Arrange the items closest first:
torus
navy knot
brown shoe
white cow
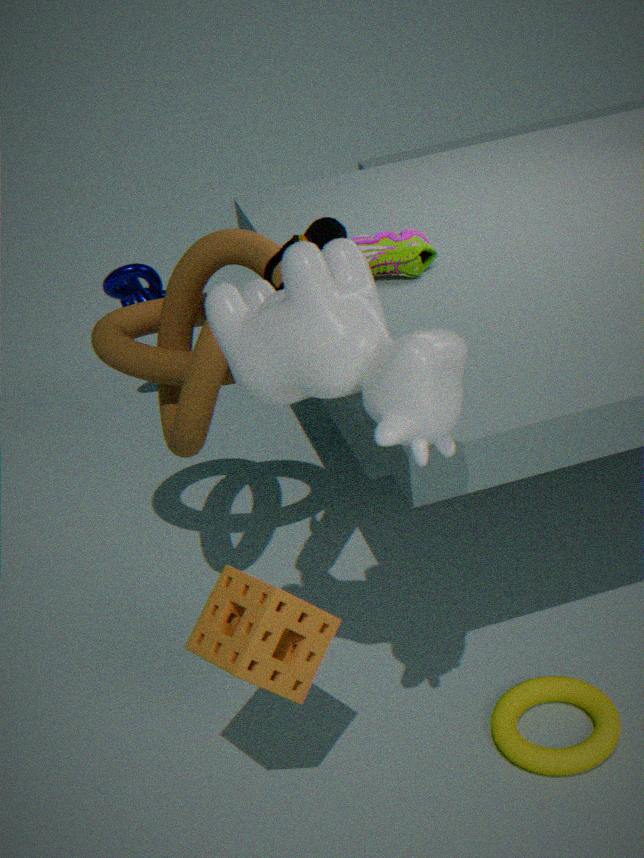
white cow
torus
brown shoe
navy knot
